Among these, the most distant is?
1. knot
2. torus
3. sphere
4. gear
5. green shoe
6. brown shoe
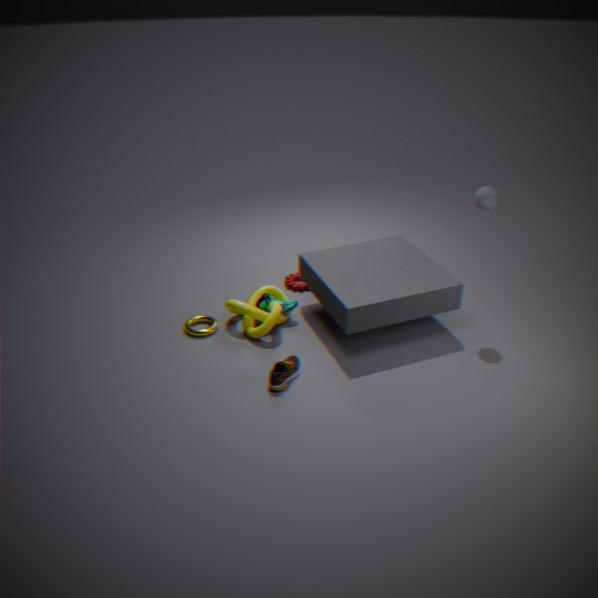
gear
